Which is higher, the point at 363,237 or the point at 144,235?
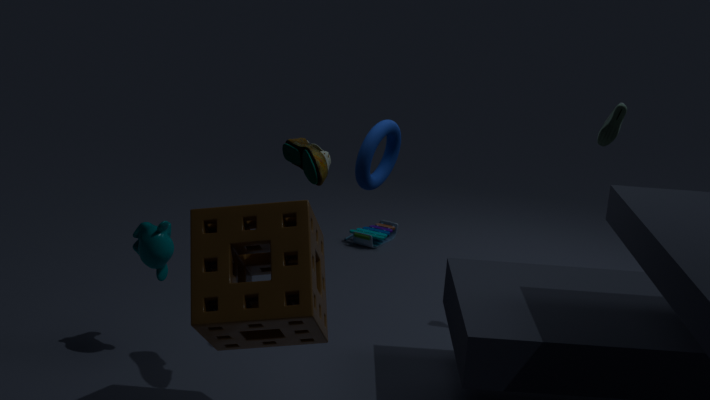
the point at 144,235
